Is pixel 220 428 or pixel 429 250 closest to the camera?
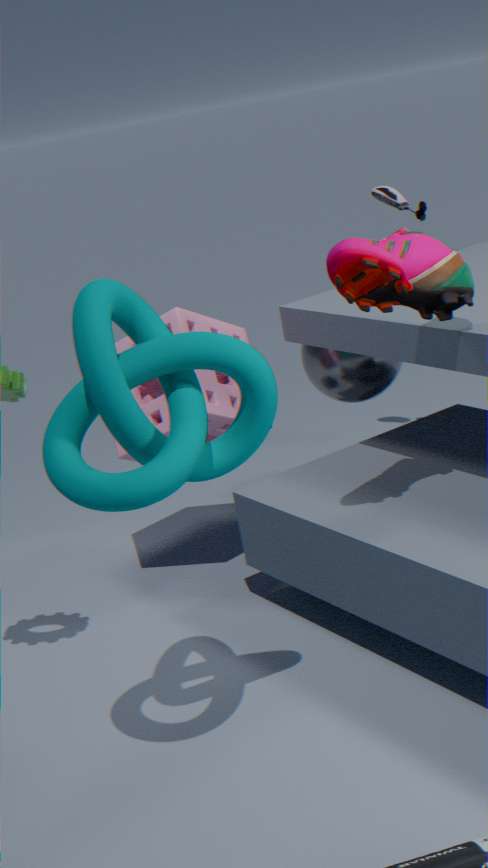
pixel 429 250
